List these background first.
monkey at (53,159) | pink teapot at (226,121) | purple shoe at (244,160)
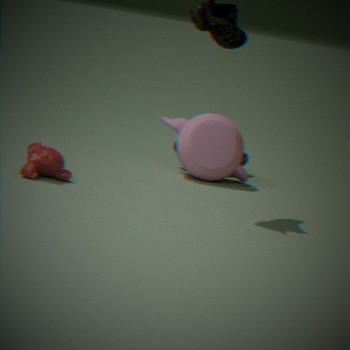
purple shoe at (244,160) < pink teapot at (226,121) < monkey at (53,159)
